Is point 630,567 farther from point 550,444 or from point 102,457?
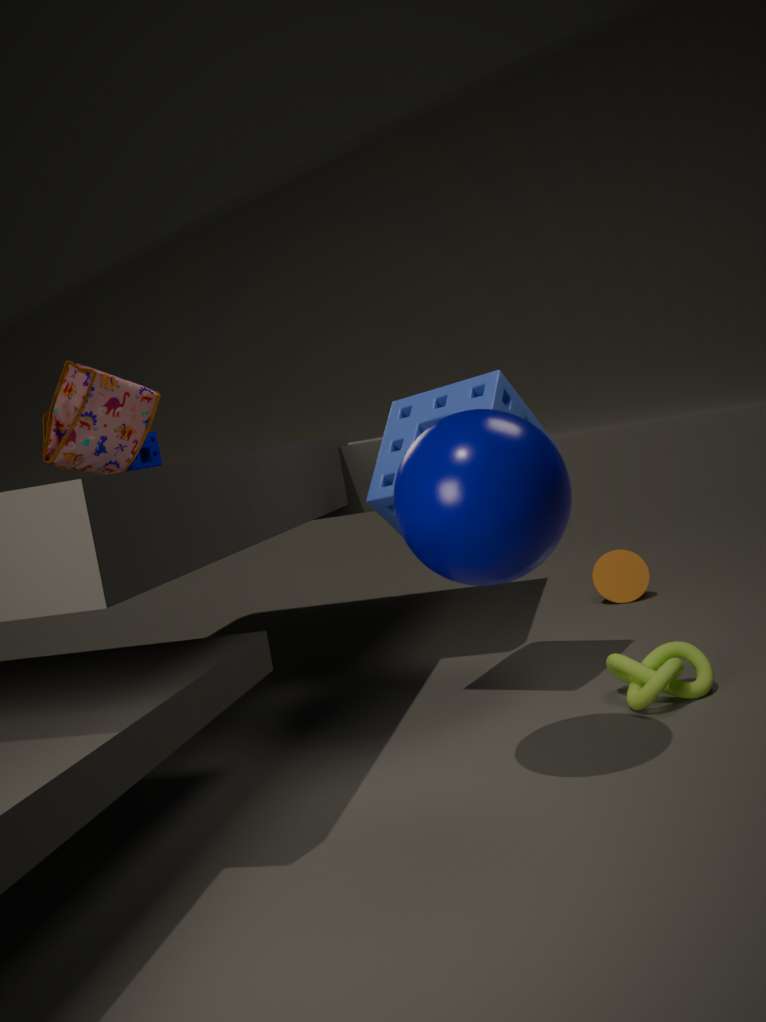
point 102,457
